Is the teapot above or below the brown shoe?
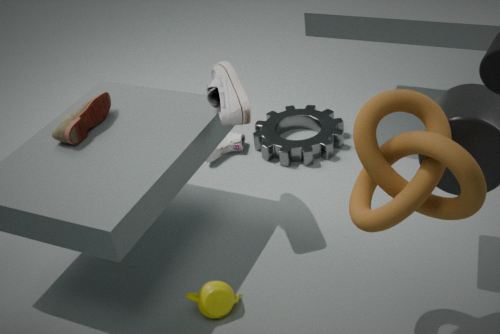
below
